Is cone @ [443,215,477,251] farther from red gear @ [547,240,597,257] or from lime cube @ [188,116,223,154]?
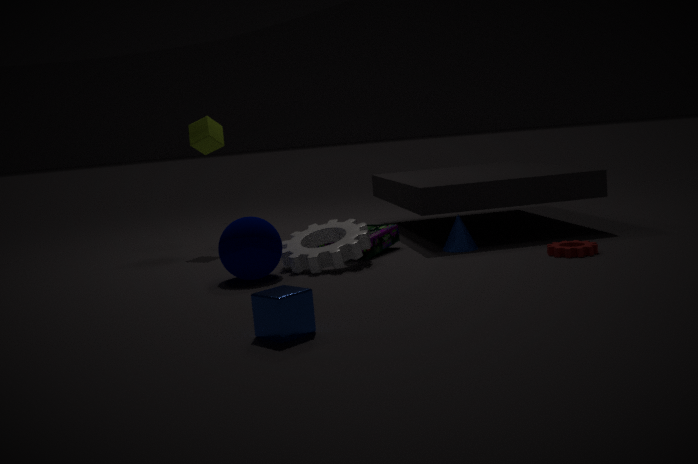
lime cube @ [188,116,223,154]
